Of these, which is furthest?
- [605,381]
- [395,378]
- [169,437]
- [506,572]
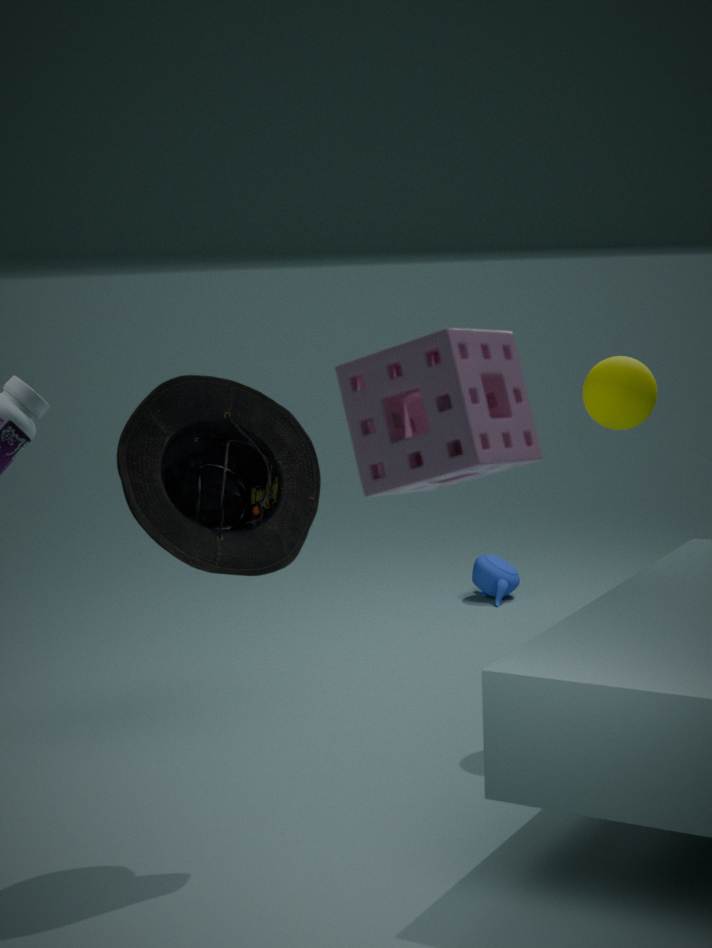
[506,572]
